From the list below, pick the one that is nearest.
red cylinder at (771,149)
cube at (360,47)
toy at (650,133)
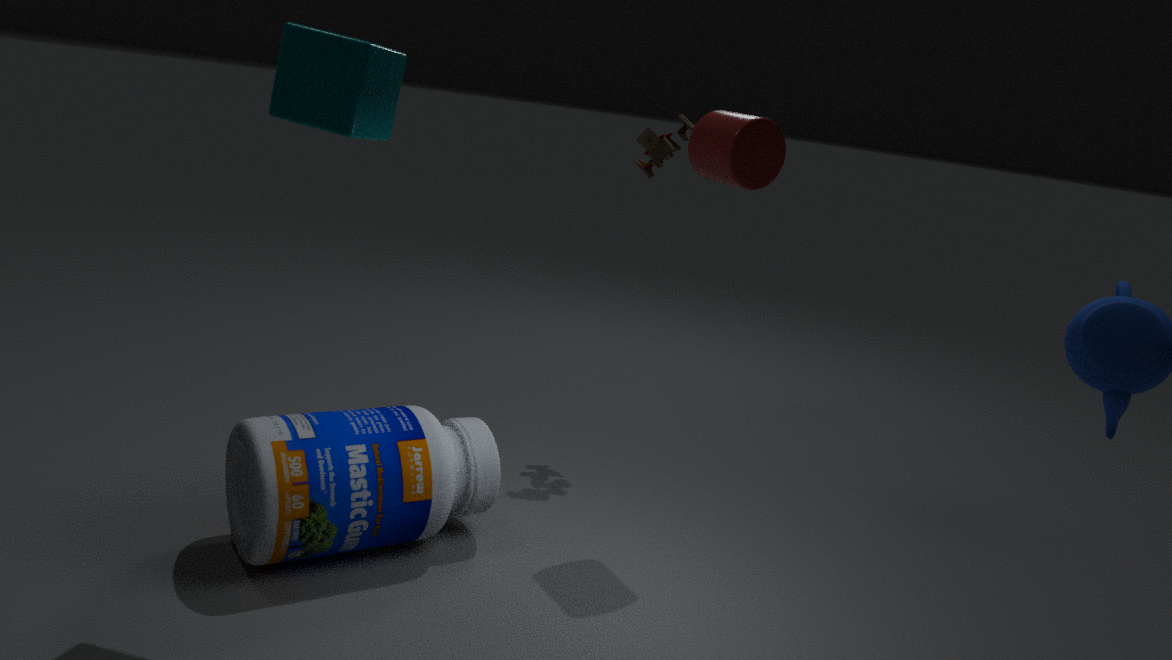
cube at (360,47)
